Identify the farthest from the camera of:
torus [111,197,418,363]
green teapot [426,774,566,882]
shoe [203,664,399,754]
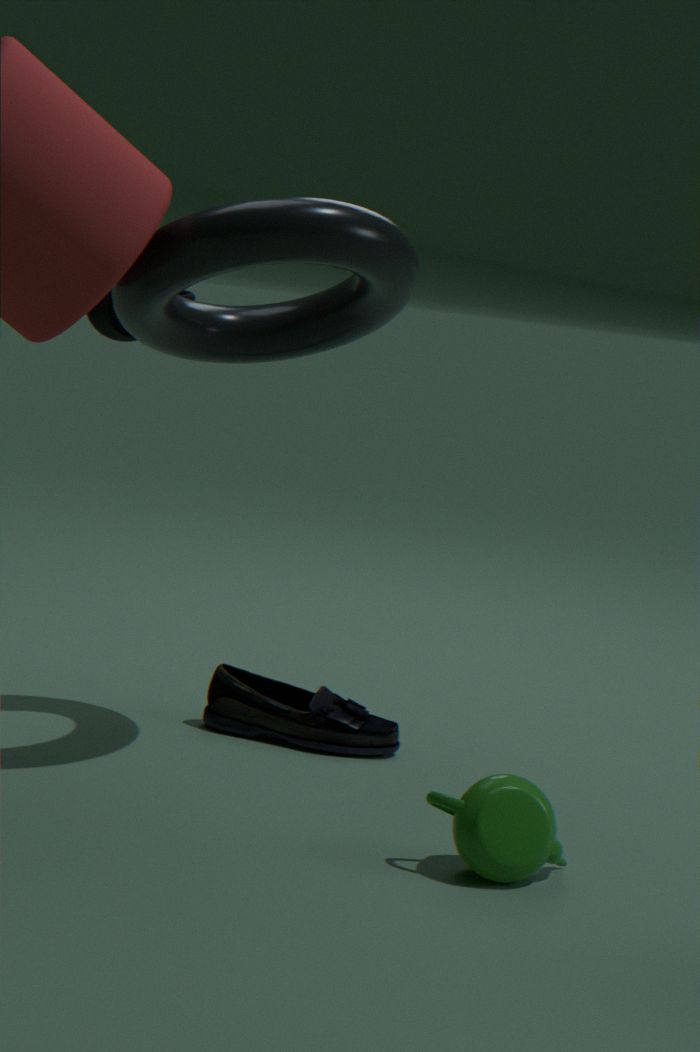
shoe [203,664,399,754]
